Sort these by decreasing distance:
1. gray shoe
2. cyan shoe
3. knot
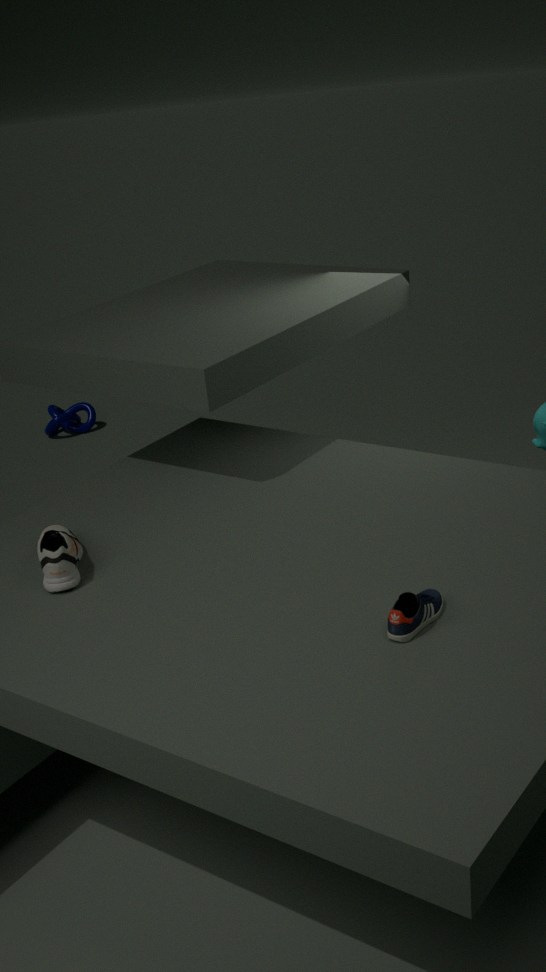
knot → gray shoe → cyan shoe
